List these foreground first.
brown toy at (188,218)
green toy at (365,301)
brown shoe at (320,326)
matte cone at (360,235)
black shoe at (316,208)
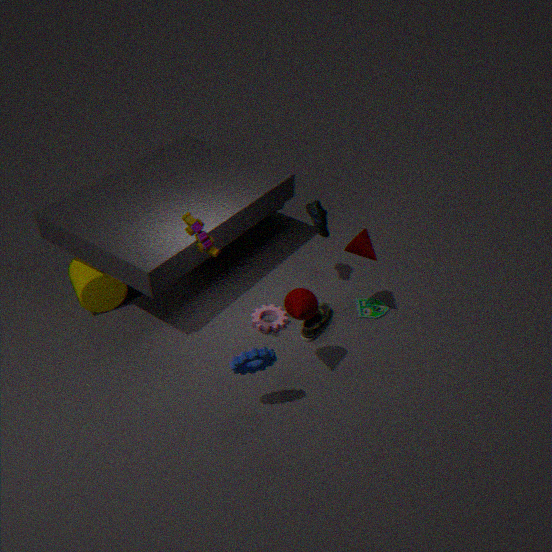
brown toy at (188,218) → matte cone at (360,235) → brown shoe at (320,326) → black shoe at (316,208) → green toy at (365,301)
